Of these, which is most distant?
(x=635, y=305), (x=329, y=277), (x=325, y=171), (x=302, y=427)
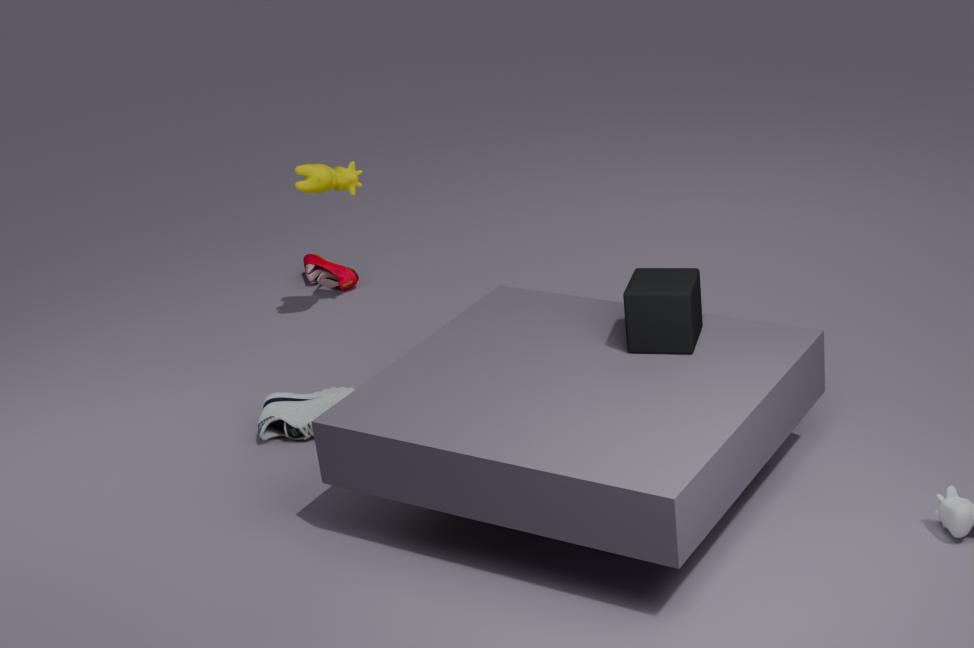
(x=329, y=277)
